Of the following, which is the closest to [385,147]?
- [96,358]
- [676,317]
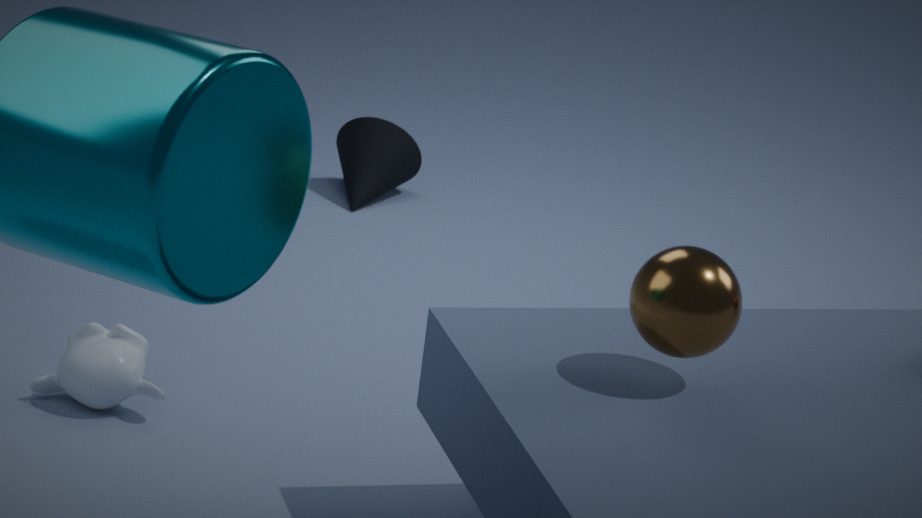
[96,358]
